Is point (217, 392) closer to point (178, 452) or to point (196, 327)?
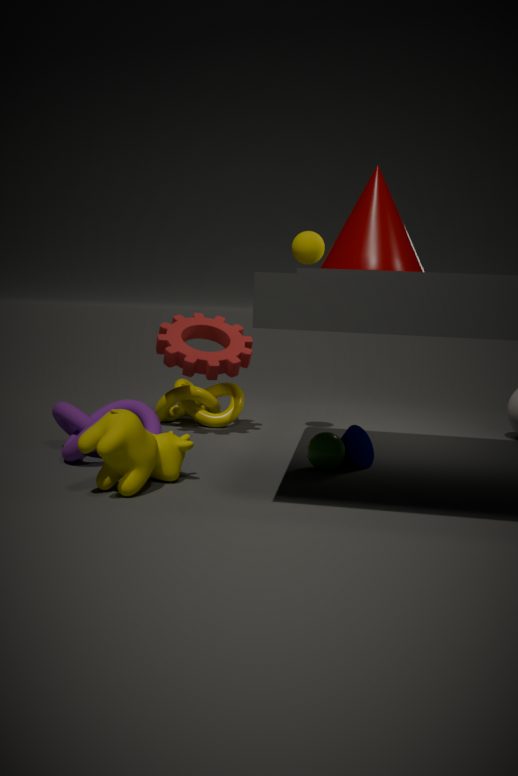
point (196, 327)
